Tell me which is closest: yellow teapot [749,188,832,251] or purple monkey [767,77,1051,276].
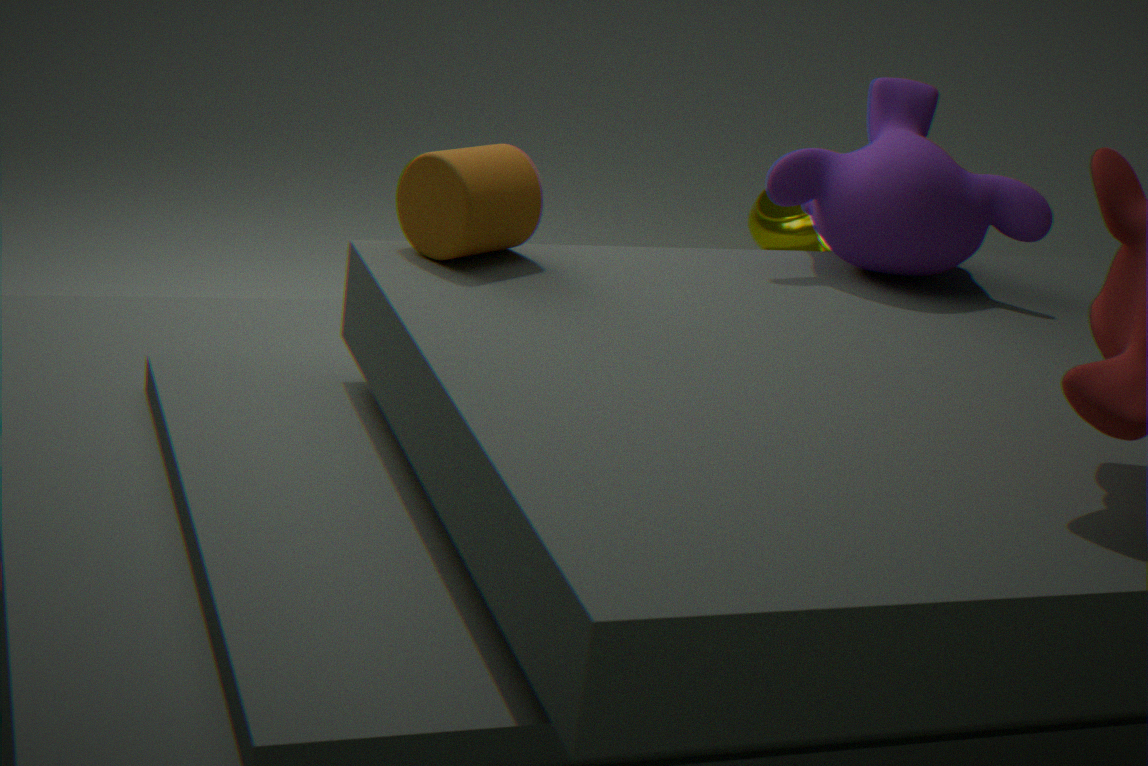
purple monkey [767,77,1051,276]
